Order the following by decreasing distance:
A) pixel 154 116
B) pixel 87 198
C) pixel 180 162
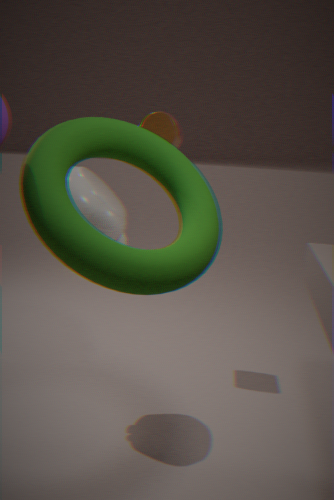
pixel 154 116 → pixel 87 198 → pixel 180 162
